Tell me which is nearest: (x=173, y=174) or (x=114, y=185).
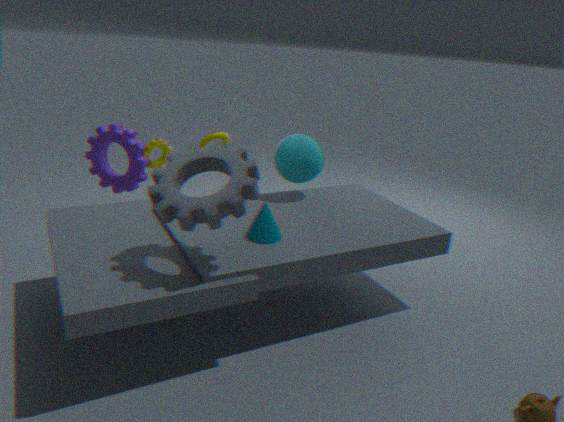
(x=173, y=174)
